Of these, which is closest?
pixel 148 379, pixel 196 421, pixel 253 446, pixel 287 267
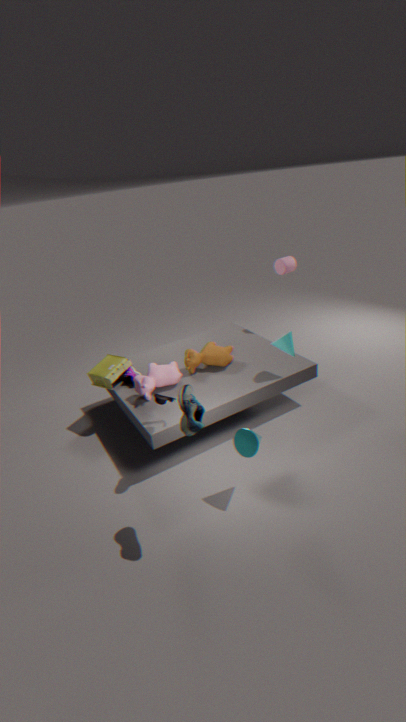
pixel 196 421
